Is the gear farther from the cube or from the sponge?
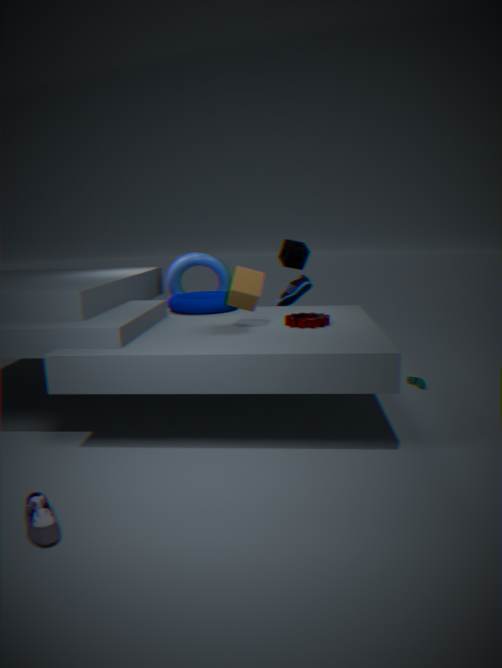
the sponge
